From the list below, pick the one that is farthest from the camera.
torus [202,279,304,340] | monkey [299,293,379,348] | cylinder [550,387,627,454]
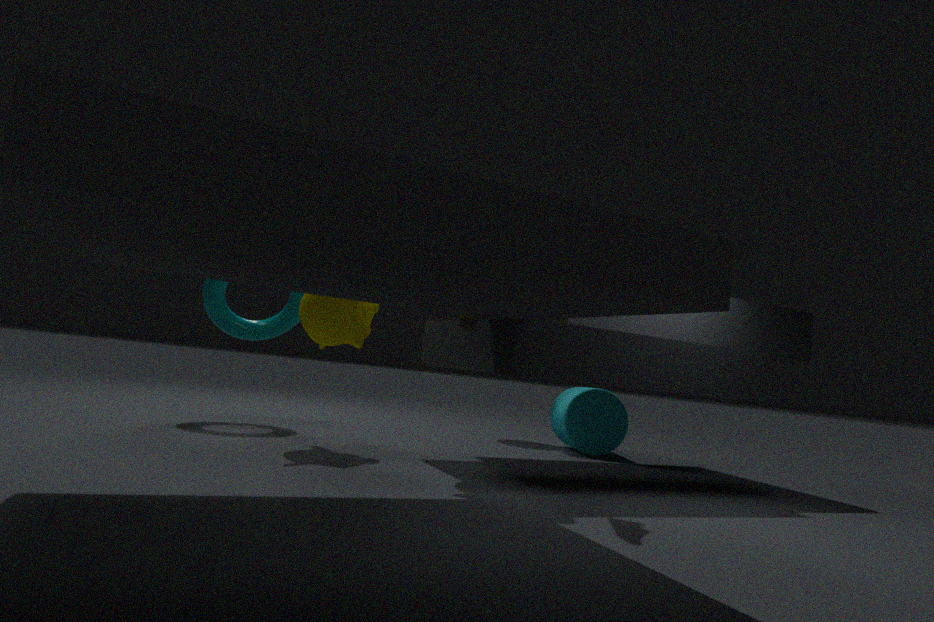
cylinder [550,387,627,454]
